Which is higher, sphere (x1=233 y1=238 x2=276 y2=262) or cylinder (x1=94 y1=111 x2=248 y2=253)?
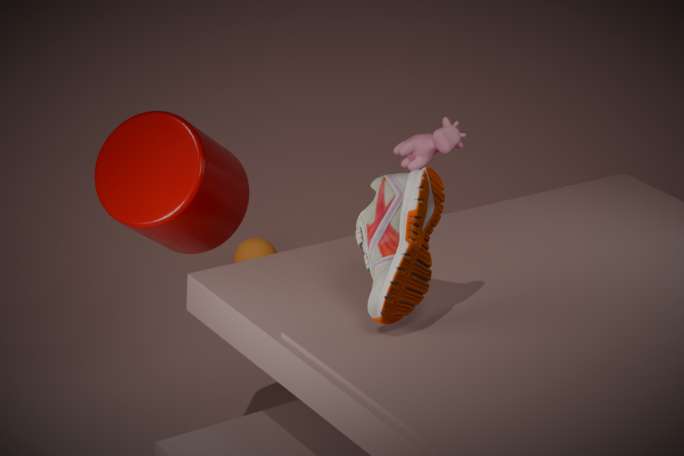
cylinder (x1=94 y1=111 x2=248 y2=253)
